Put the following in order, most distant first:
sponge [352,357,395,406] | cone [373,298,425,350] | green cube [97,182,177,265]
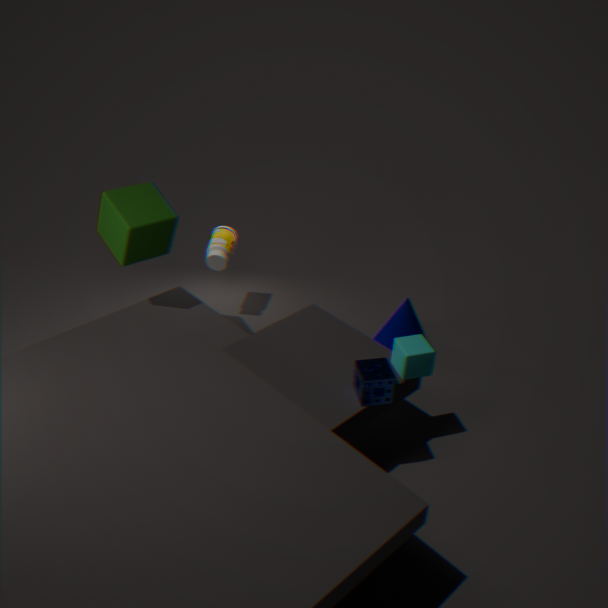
cone [373,298,425,350] < green cube [97,182,177,265] < sponge [352,357,395,406]
